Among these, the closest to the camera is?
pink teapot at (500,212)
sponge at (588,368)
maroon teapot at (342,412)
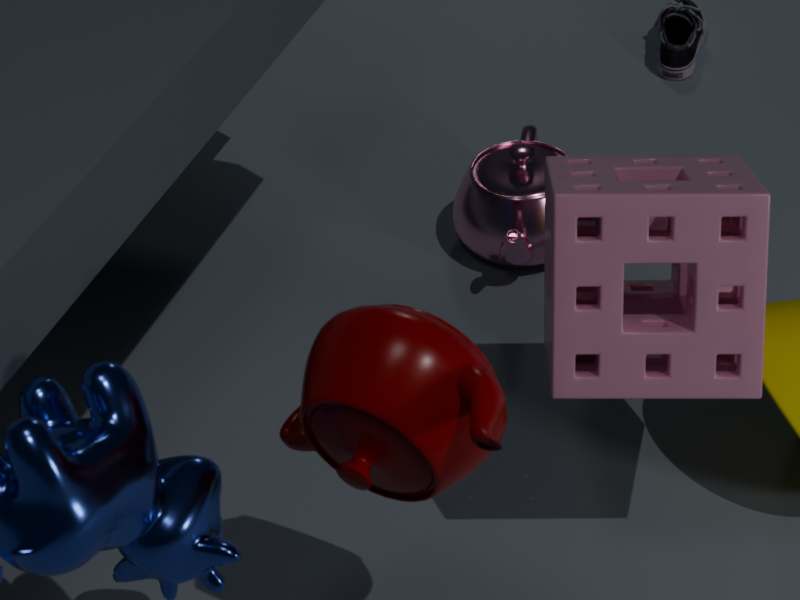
maroon teapot at (342,412)
